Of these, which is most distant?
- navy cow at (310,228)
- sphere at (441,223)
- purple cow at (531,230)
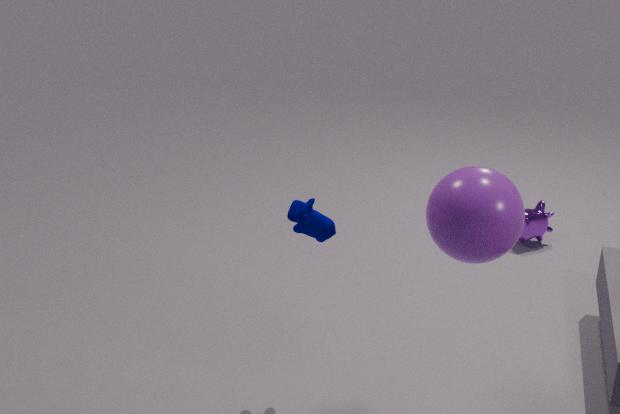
purple cow at (531,230)
